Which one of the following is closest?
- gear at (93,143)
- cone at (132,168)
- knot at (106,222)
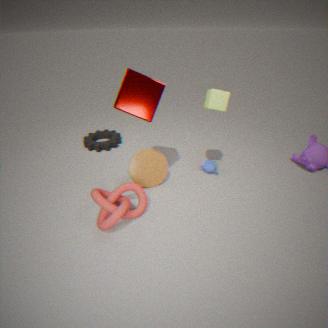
A: knot at (106,222)
